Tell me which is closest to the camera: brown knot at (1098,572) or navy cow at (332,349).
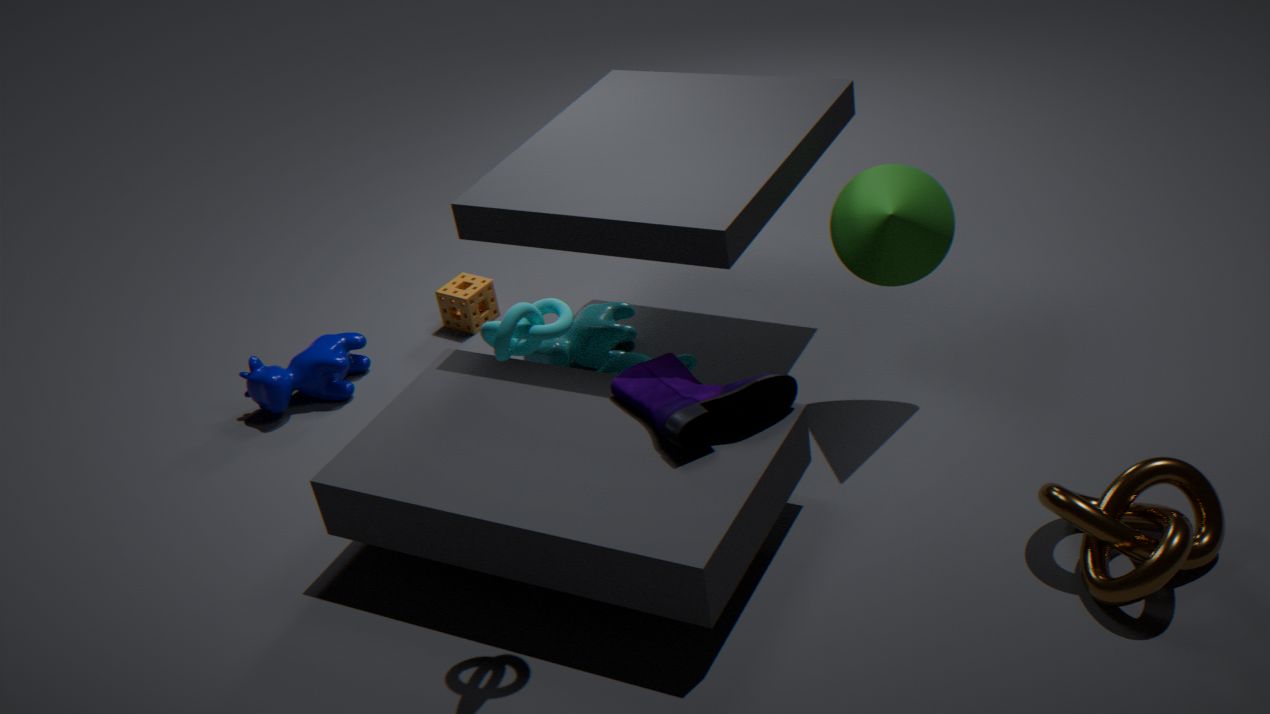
brown knot at (1098,572)
